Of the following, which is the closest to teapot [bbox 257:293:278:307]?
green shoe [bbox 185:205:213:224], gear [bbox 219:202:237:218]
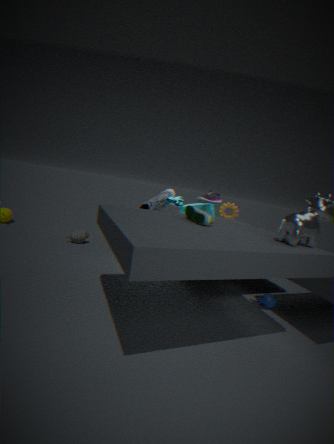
gear [bbox 219:202:237:218]
